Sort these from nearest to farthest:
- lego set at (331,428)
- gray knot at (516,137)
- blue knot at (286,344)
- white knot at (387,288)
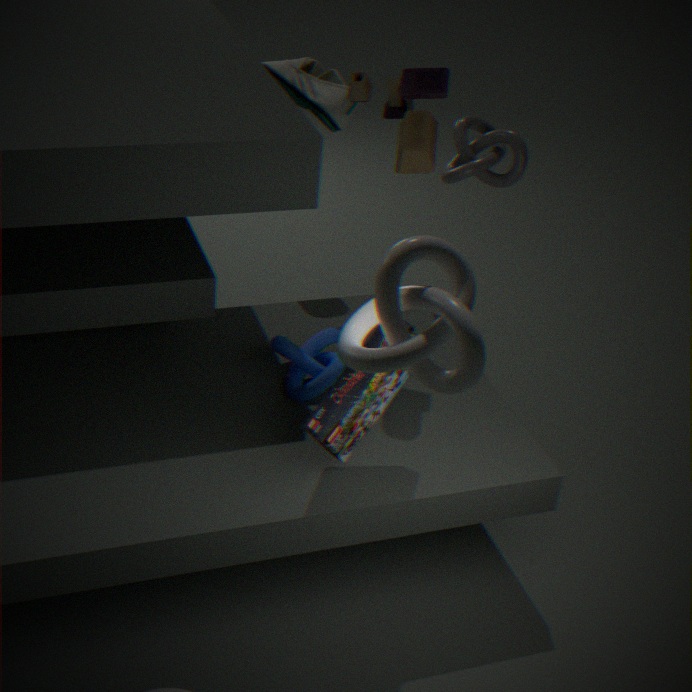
white knot at (387,288)
lego set at (331,428)
blue knot at (286,344)
gray knot at (516,137)
